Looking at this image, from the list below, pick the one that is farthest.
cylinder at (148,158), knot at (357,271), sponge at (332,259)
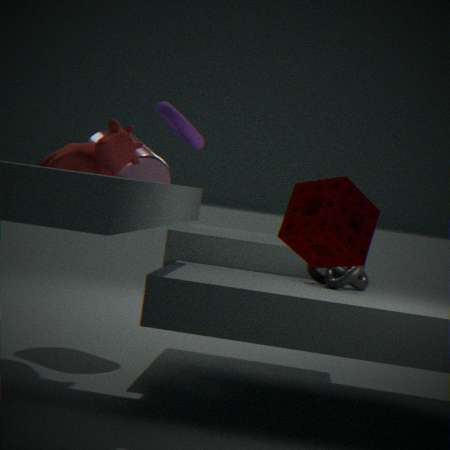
cylinder at (148,158)
